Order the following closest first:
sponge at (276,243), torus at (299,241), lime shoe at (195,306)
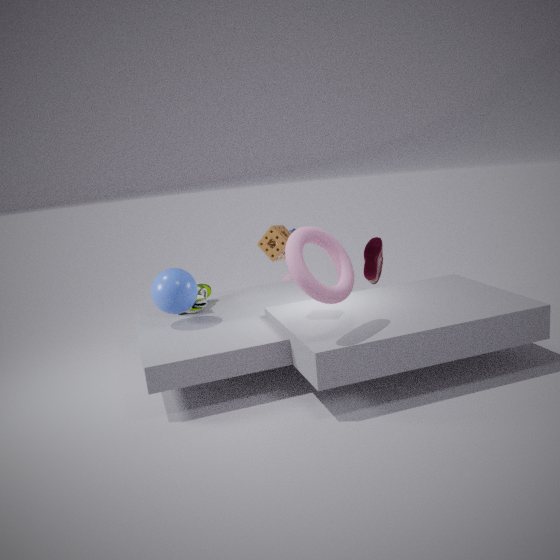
torus at (299,241) < sponge at (276,243) < lime shoe at (195,306)
